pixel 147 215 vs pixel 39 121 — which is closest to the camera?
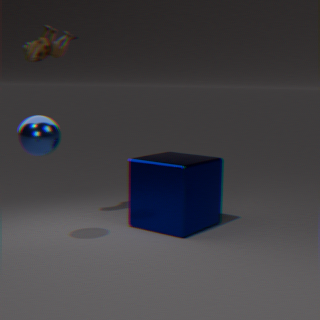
pixel 39 121
